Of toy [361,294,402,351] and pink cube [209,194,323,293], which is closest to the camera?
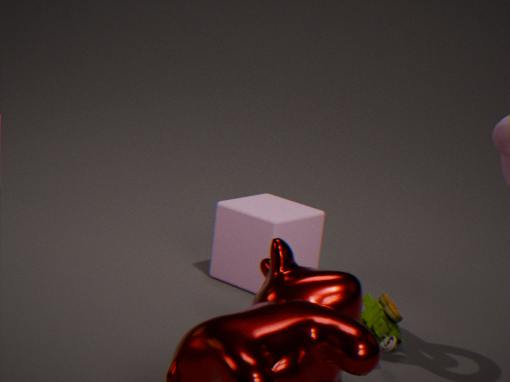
toy [361,294,402,351]
